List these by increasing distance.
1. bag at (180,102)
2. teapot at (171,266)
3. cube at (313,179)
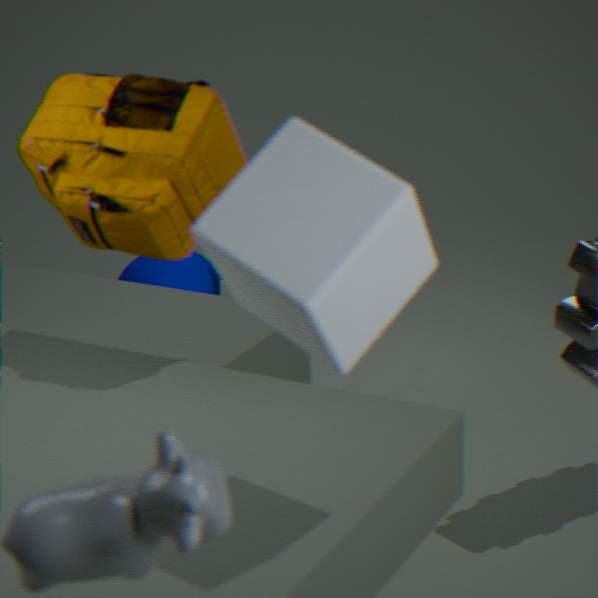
cube at (313,179) < bag at (180,102) < teapot at (171,266)
